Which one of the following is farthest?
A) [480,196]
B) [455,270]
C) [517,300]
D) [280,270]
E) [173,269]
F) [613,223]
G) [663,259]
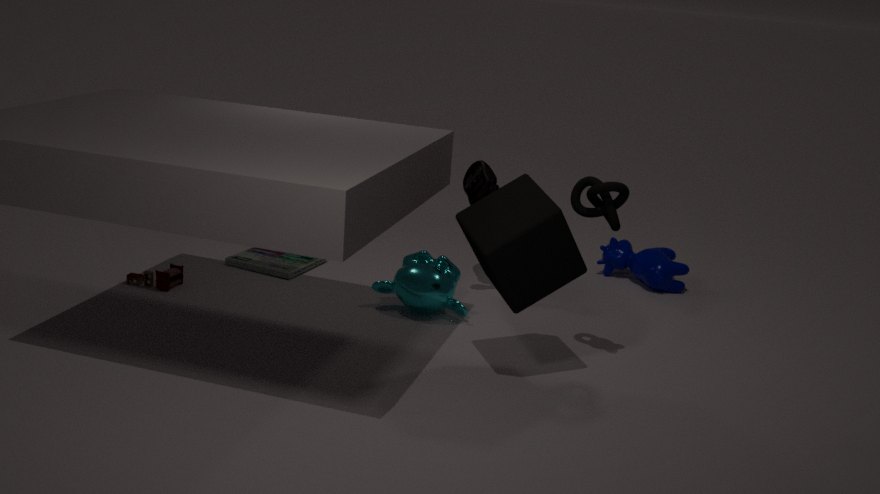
[663,259]
